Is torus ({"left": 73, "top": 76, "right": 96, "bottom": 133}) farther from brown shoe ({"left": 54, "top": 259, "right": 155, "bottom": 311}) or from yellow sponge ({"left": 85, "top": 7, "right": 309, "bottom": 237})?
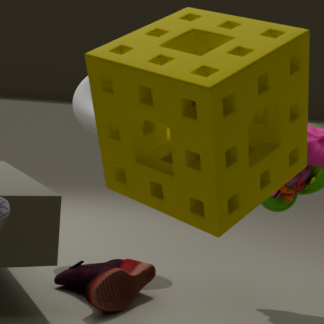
yellow sponge ({"left": 85, "top": 7, "right": 309, "bottom": 237})
